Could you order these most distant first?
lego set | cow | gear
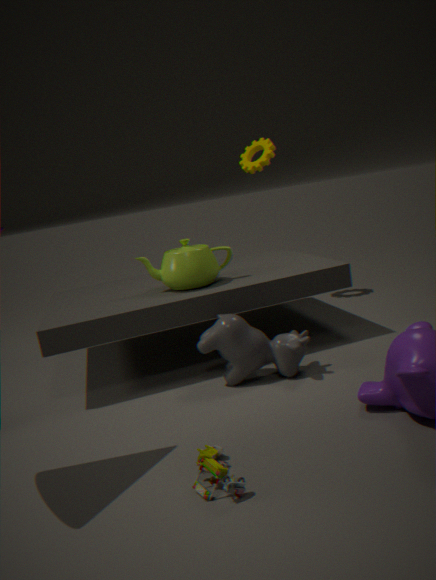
gear → cow → lego set
